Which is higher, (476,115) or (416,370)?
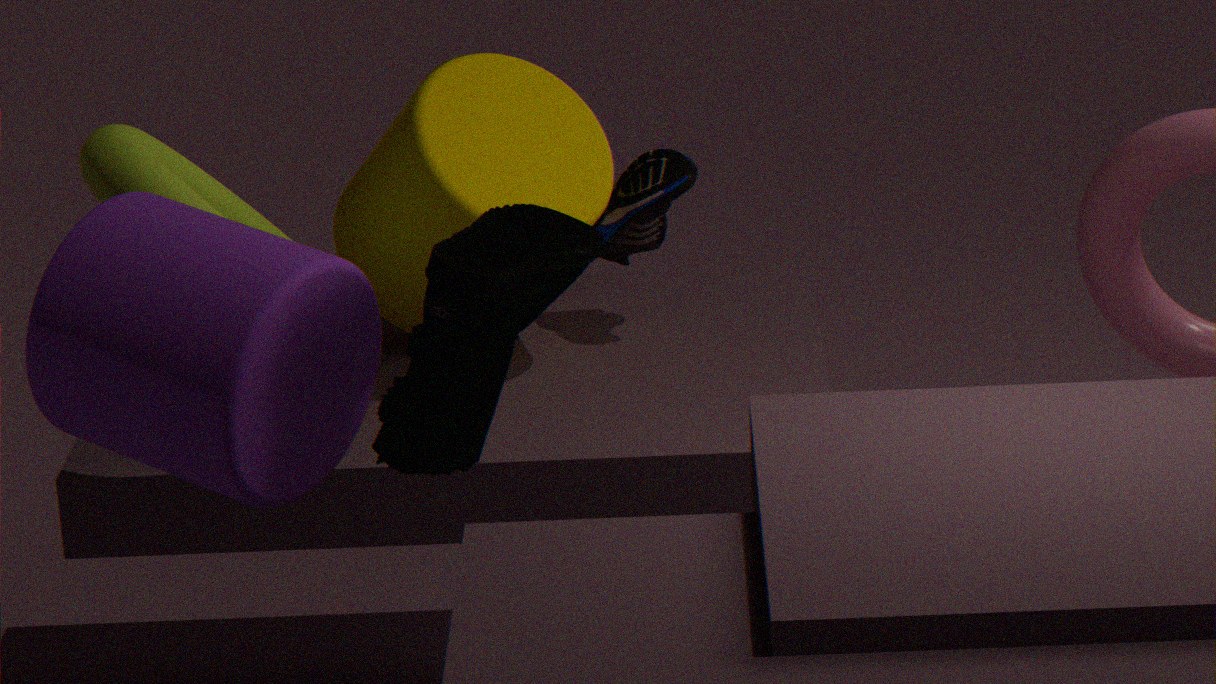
(416,370)
